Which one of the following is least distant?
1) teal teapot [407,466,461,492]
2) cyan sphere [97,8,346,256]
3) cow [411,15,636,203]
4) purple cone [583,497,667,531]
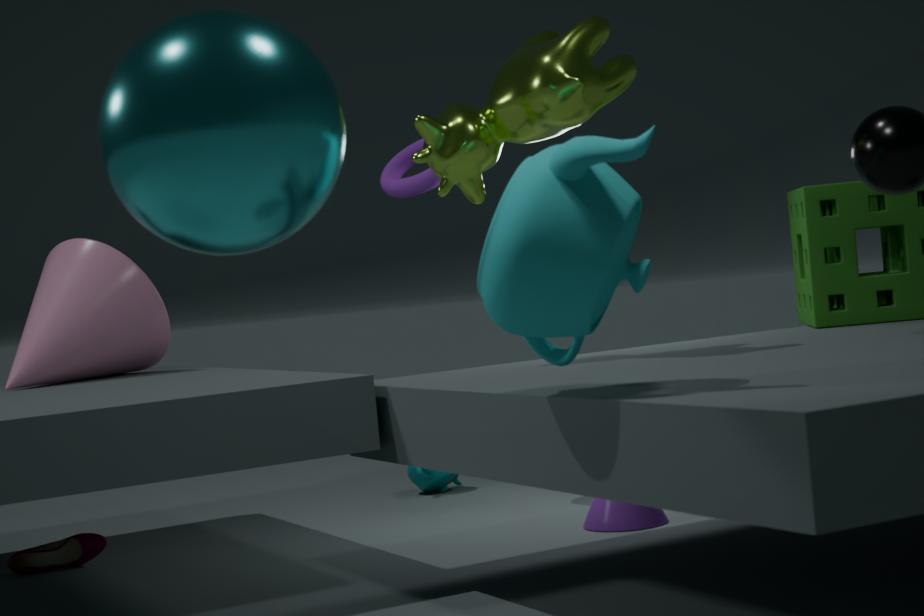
2. cyan sphere [97,8,346,256]
